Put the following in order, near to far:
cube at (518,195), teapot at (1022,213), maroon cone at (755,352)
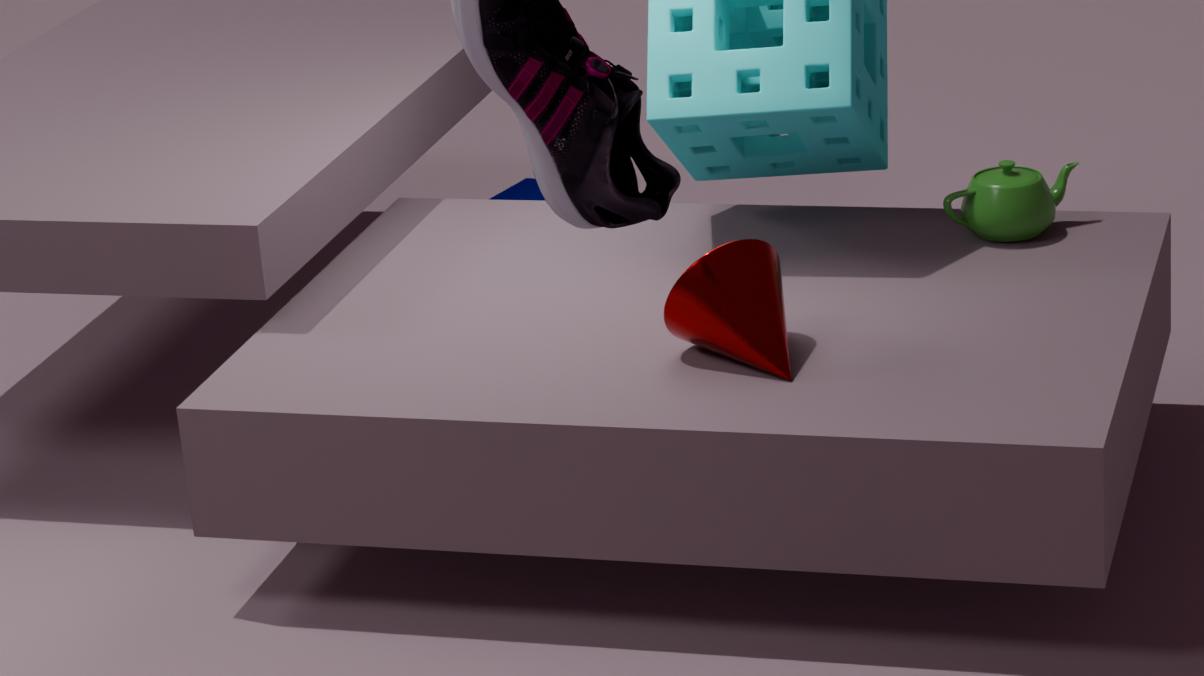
maroon cone at (755,352)
teapot at (1022,213)
cube at (518,195)
